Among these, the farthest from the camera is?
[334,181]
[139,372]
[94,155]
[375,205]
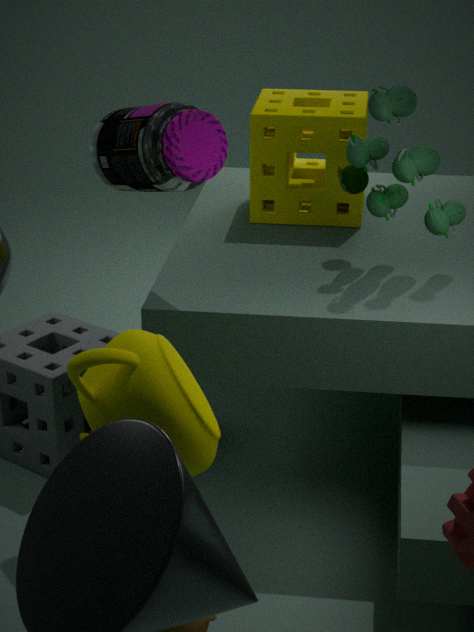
[334,181]
